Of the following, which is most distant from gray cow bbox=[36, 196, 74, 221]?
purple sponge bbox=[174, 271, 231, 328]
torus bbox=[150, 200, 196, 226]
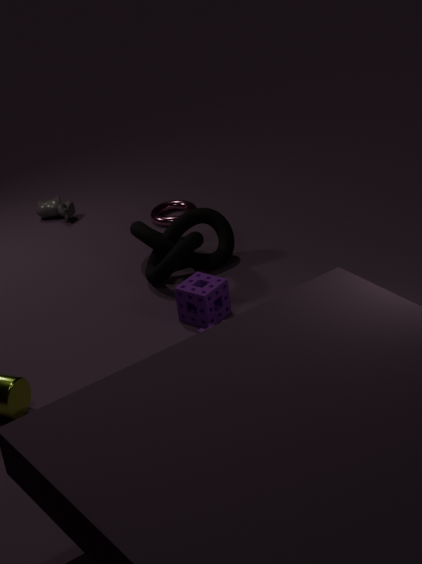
purple sponge bbox=[174, 271, 231, 328]
